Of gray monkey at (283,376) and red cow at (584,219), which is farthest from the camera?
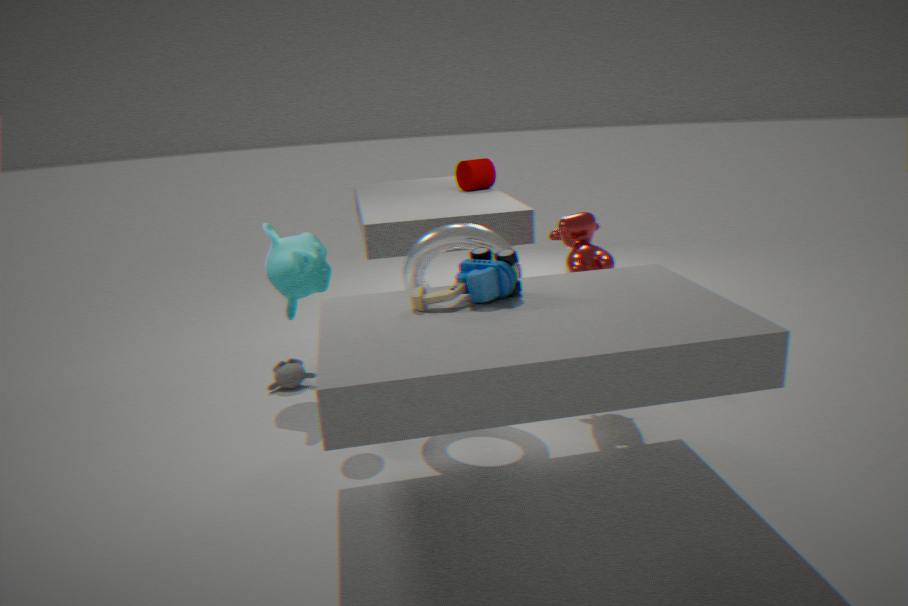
gray monkey at (283,376)
